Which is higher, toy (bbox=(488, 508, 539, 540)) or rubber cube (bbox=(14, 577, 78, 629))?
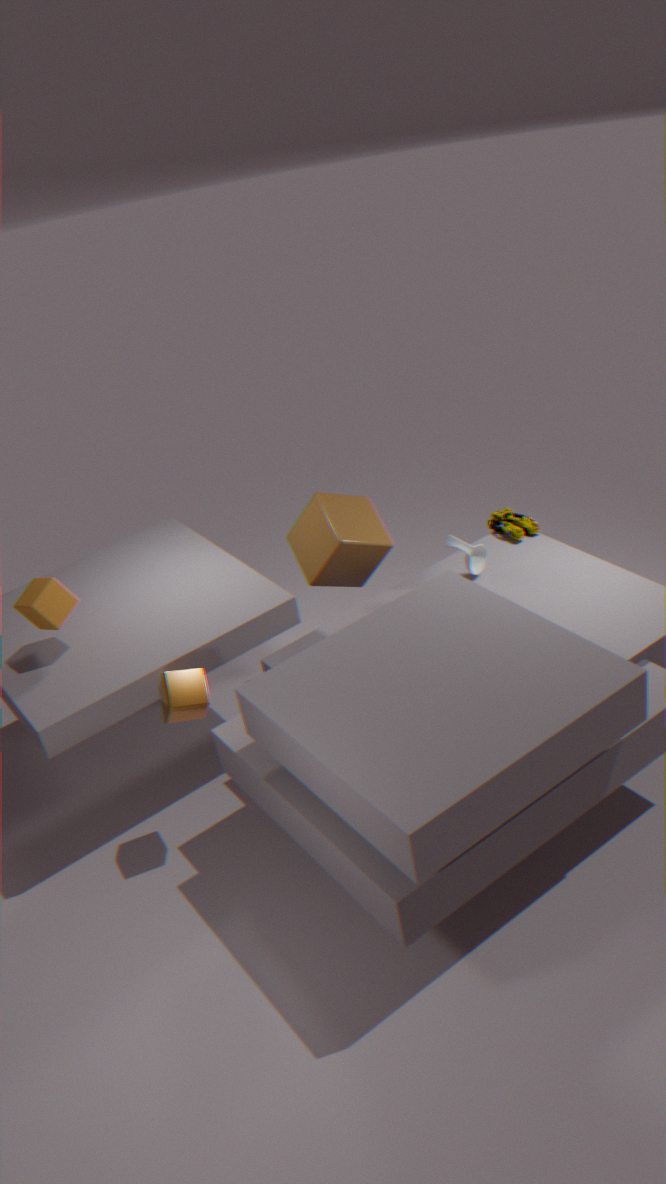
rubber cube (bbox=(14, 577, 78, 629))
